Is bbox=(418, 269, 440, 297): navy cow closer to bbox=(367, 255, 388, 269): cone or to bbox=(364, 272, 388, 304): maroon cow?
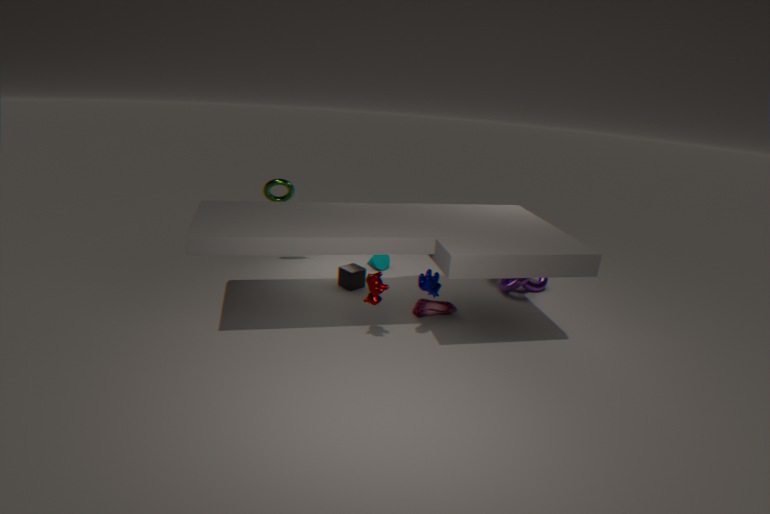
bbox=(364, 272, 388, 304): maroon cow
